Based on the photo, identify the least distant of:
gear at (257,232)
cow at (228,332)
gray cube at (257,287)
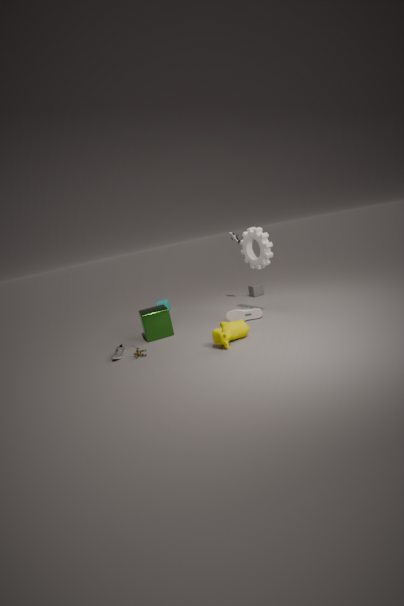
cow at (228,332)
